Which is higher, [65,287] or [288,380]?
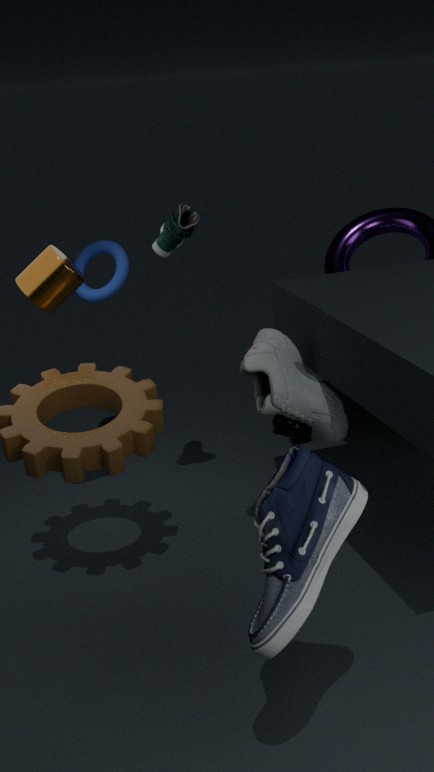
[65,287]
